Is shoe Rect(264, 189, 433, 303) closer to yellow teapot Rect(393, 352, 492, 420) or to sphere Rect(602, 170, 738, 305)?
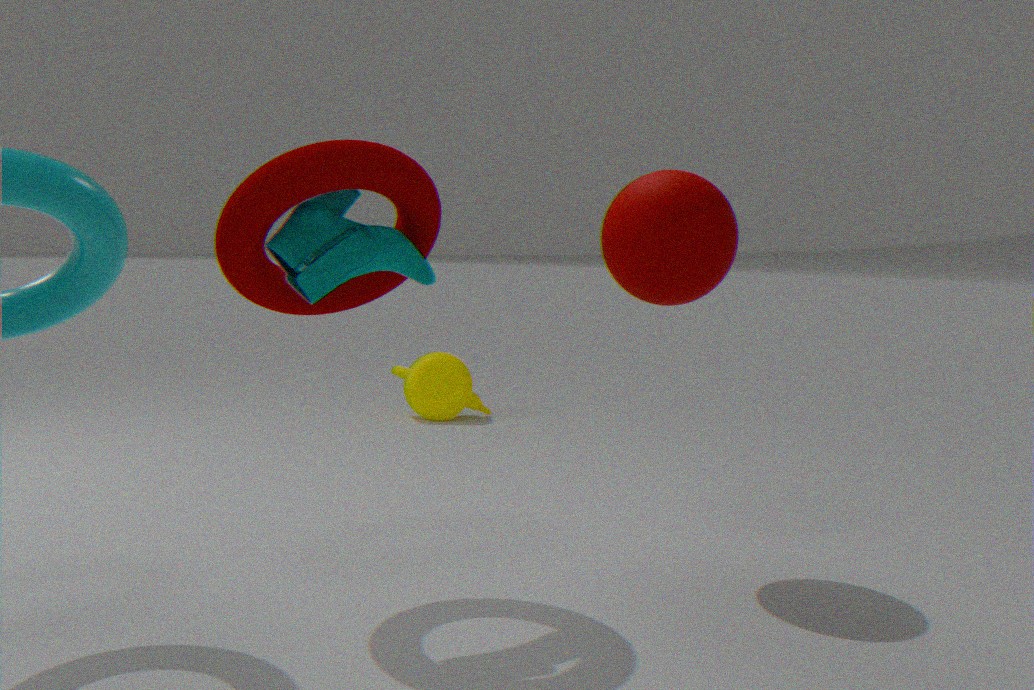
sphere Rect(602, 170, 738, 305)
